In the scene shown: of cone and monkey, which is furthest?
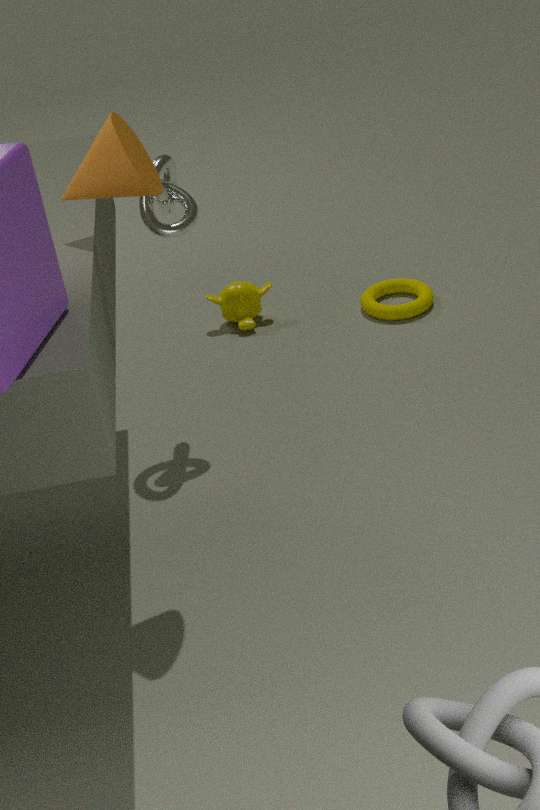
monkey
